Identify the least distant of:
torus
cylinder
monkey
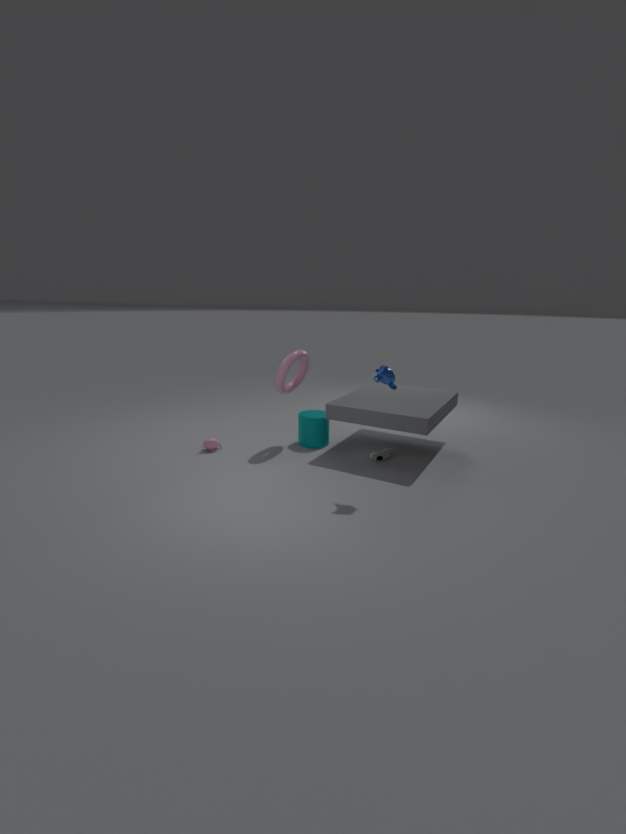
monkey
